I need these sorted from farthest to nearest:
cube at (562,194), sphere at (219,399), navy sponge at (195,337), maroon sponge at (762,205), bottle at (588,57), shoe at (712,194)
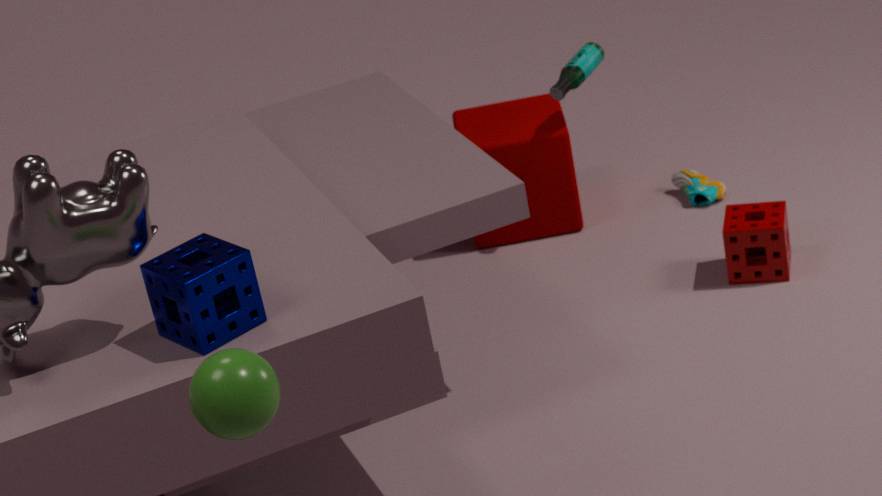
1. shoe at (712,194)
2. cube at (562,194)
3. bottle at (588,57)
4. maroon sponge at (762,205)
5. navy sponge at (195,337)
6. sphere at (219,399)
